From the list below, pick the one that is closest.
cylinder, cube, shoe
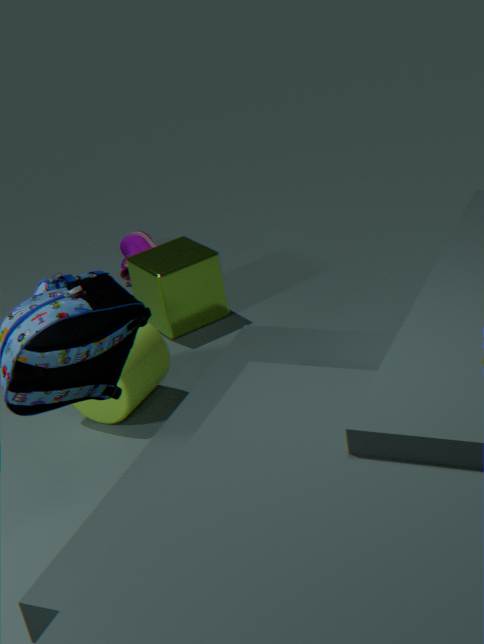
cylinder
